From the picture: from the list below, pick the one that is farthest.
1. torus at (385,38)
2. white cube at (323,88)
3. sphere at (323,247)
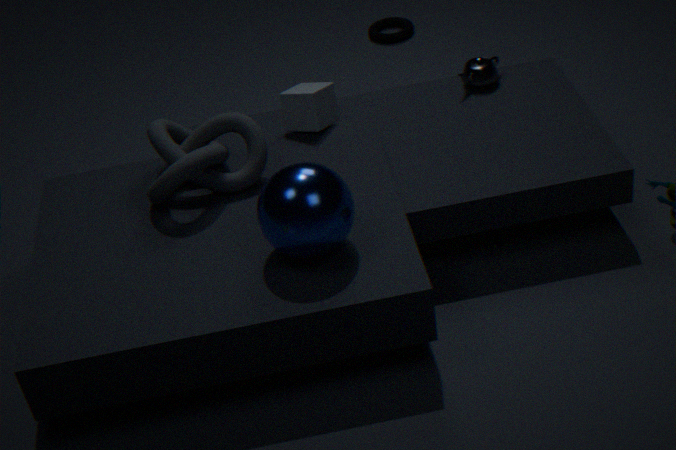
torus at (385,38)
